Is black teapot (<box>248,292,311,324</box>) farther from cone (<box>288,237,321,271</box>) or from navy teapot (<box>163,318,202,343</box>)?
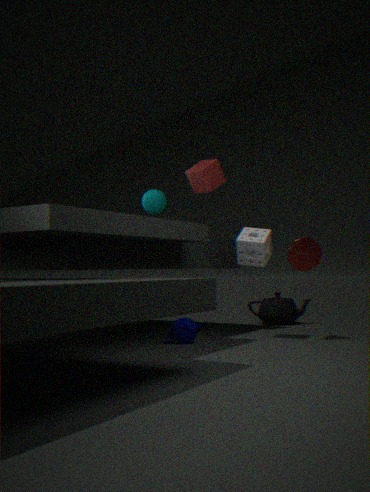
navy teapot (<box>163,318,202,343</box>)
